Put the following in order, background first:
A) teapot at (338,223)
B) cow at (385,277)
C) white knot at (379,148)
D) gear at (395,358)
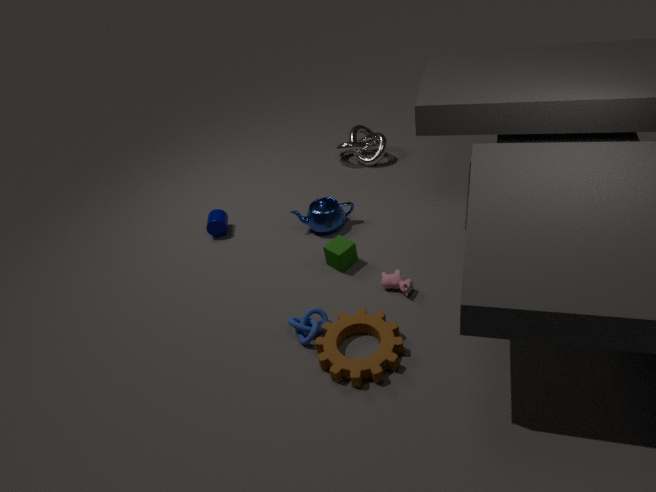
white knot at (379,148) → teapot at (338,223) → cow at (385,277) → gear at (395,358)
